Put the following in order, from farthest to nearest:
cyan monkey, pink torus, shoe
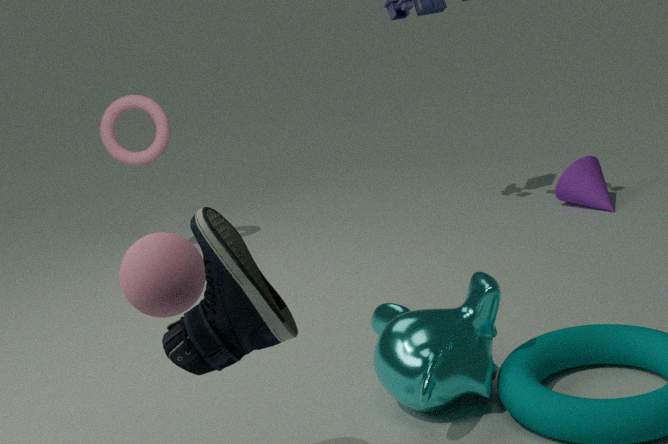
pink torus
cyan monkey
shoe
